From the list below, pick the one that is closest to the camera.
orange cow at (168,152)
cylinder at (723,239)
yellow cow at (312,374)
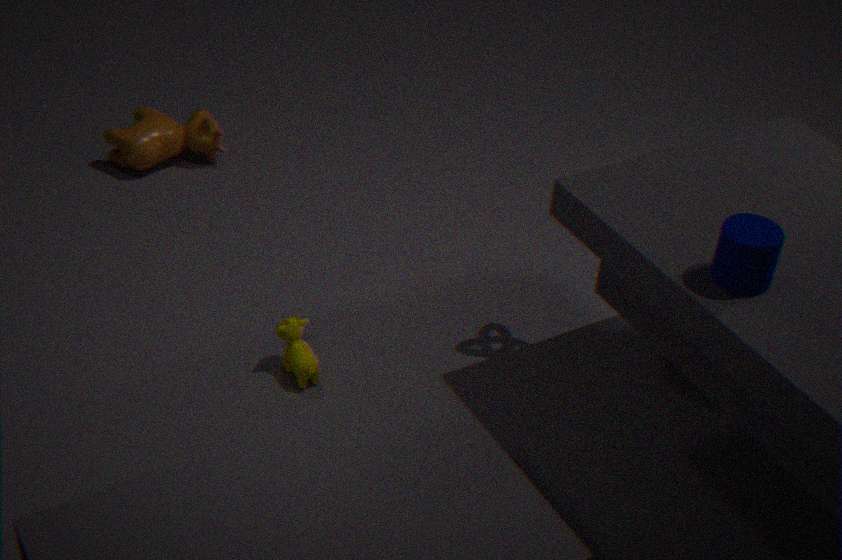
cylinder at (723,239)
